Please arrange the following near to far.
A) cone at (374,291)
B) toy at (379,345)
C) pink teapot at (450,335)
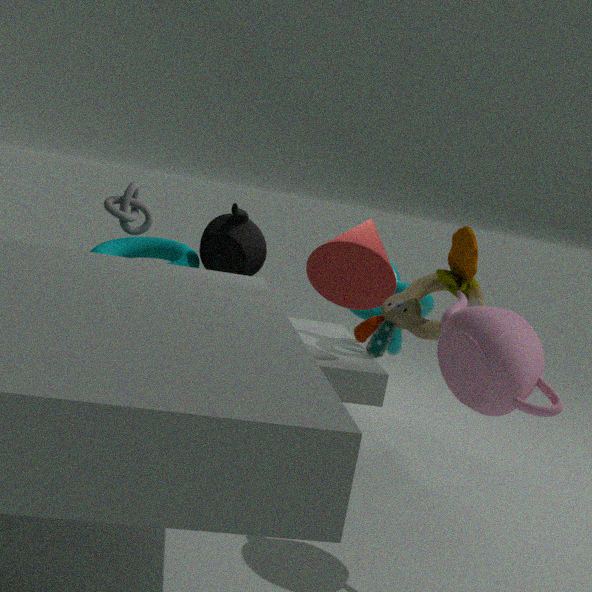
1. pink teapot at (450,335)
2. toy at (379,345)
3. cone at (374,291)
